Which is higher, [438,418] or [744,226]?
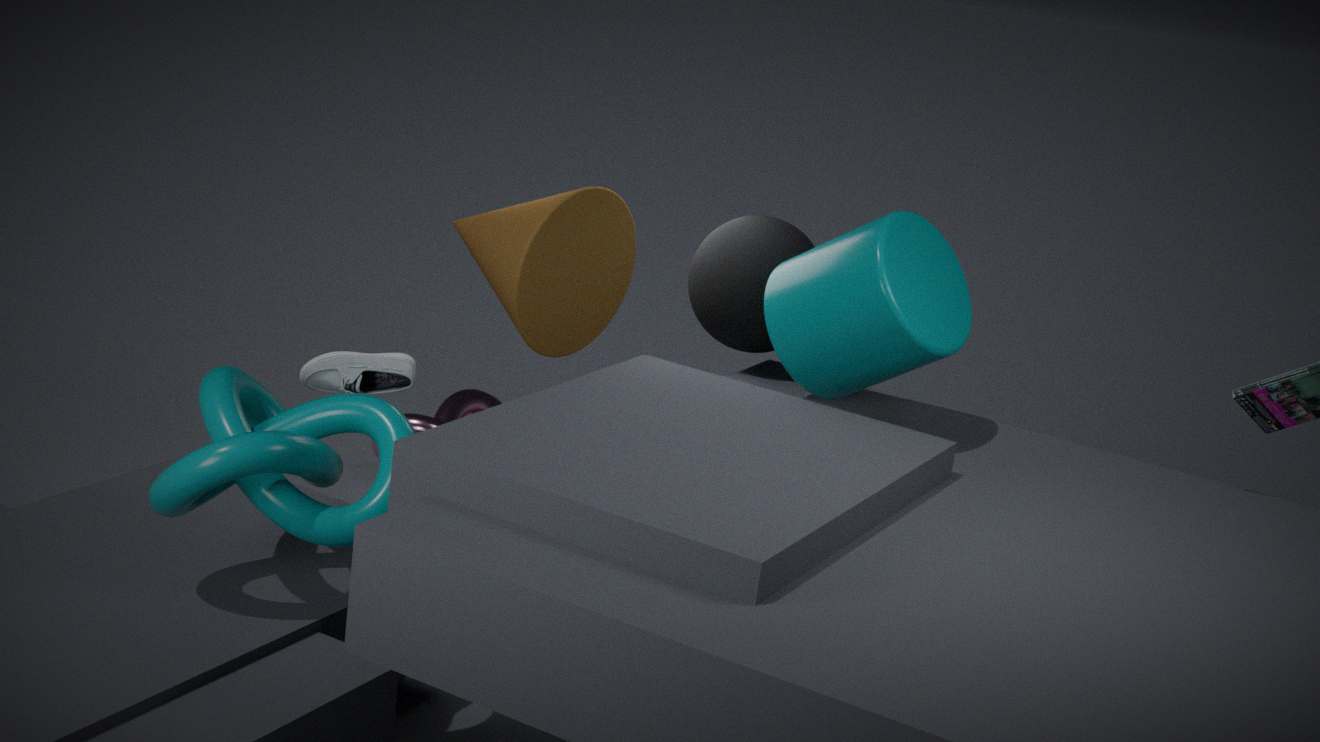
[744,226]
